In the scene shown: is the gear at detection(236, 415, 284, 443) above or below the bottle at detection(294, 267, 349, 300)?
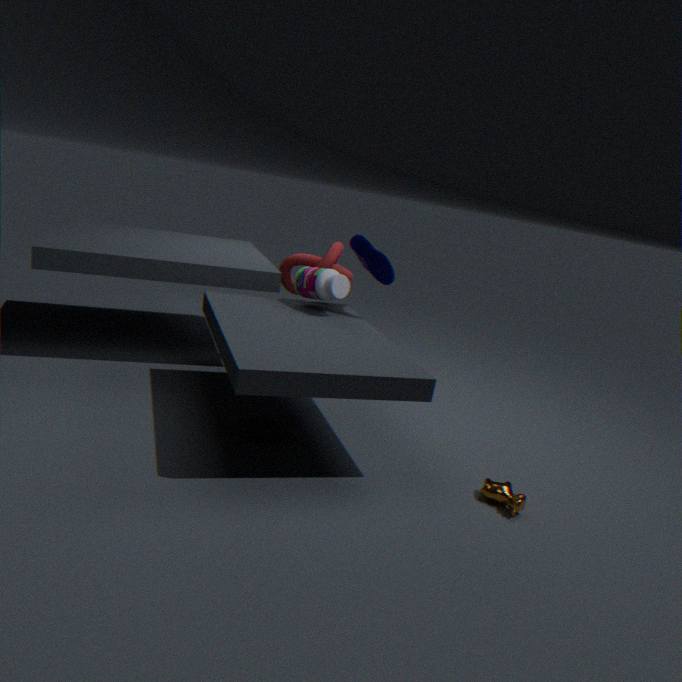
below
